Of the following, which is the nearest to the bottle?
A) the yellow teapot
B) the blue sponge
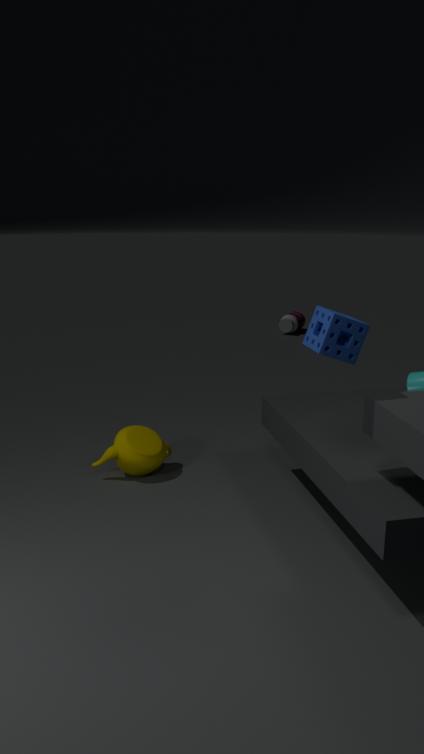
the yellow teapot
